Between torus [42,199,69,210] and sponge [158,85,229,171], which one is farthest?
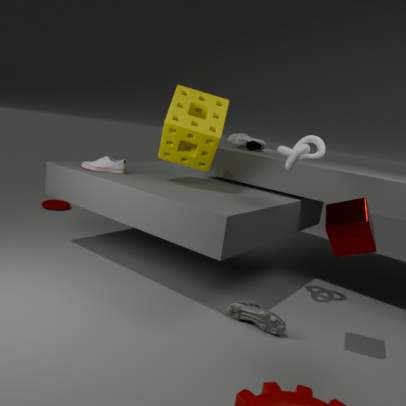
torus [42,199,69,210]
